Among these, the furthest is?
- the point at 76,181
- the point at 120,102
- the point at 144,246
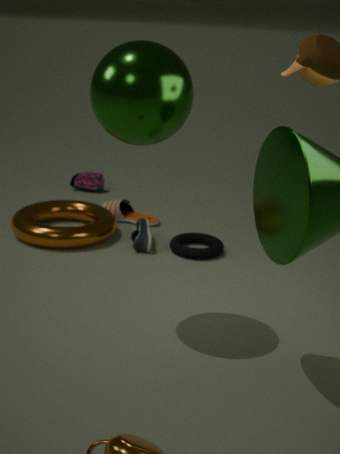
the point at 76,181
